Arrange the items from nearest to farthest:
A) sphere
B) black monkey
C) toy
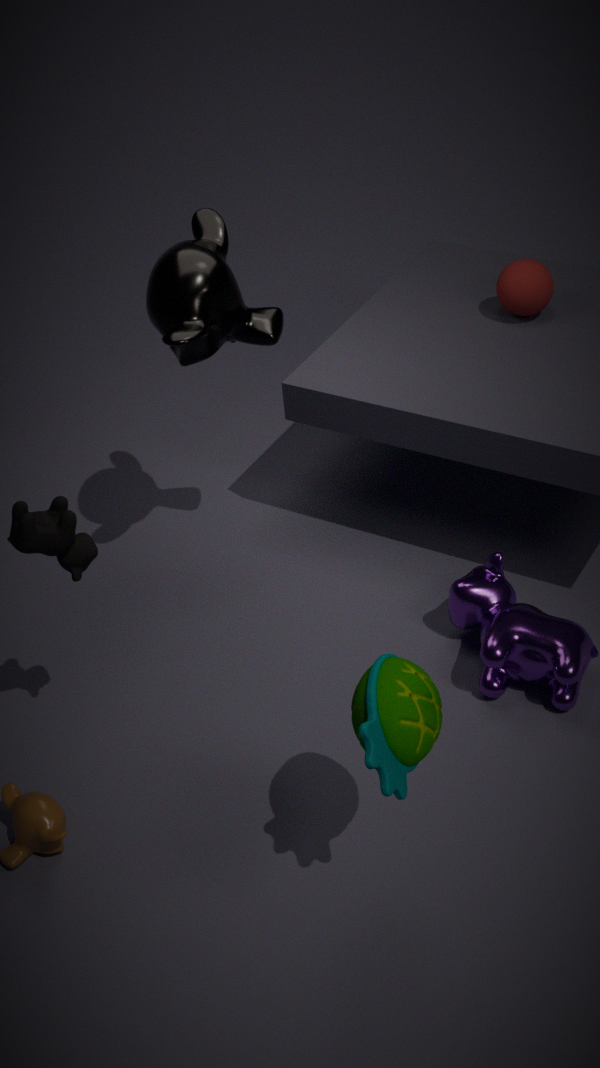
toy < black monkey < sphere
